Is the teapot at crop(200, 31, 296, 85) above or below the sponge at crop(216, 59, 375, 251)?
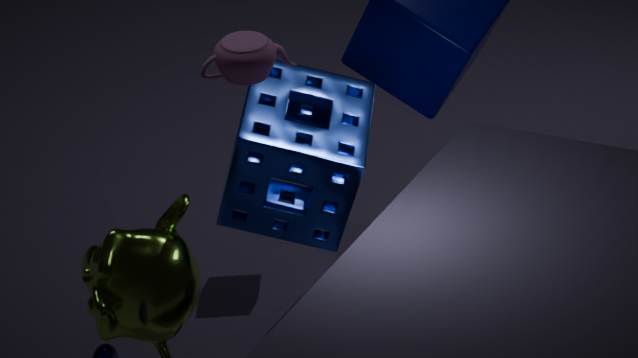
above
